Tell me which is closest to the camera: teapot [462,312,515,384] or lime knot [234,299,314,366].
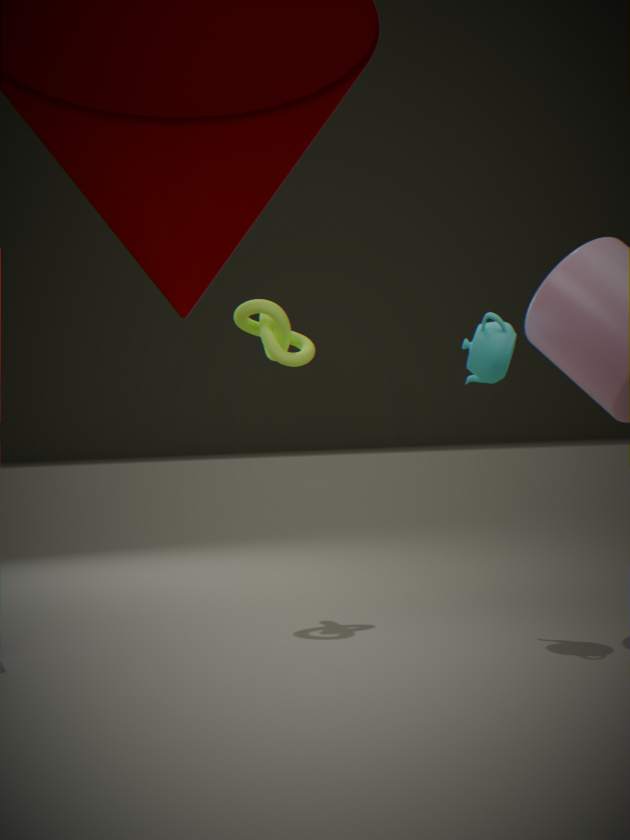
teapot [462,312,515,384]
